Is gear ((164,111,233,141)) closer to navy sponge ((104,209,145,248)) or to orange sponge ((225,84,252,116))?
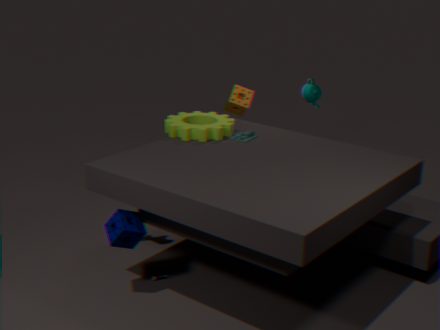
orange sponge ((225,84,252,116))
